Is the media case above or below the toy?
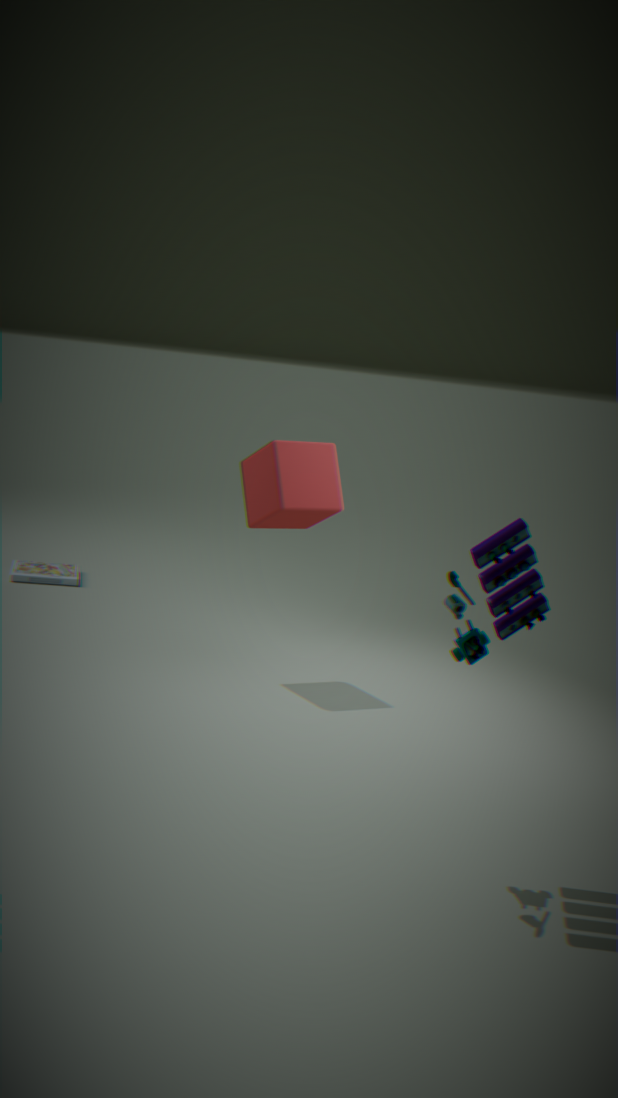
below
